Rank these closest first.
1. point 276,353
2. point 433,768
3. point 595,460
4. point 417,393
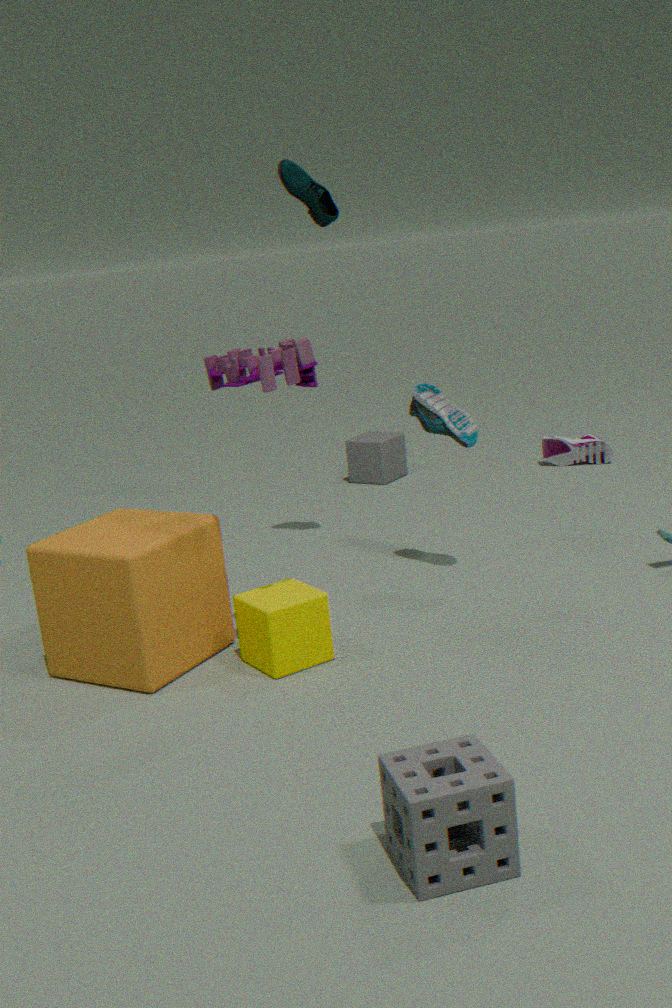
point 433,768 < point 276,353 < point 417,393 < point 595,460
